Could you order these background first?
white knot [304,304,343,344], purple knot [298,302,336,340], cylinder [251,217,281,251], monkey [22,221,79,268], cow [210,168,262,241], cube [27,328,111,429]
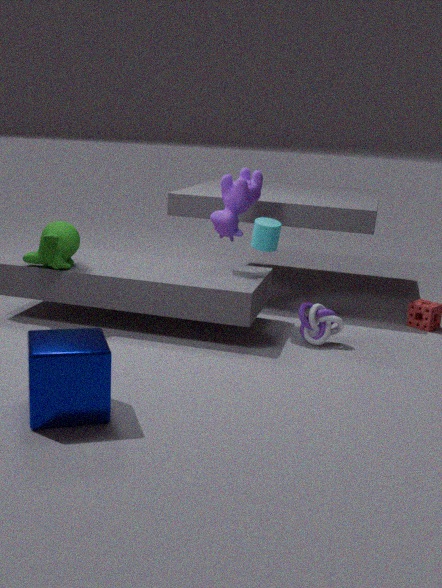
cow [210,168,262,241], purple knot [298,302,336,340], cylinder [251,217,281,251], white knot [304,304,343,344], monkey [22,221,79,268], cube [27,328,111,429]
